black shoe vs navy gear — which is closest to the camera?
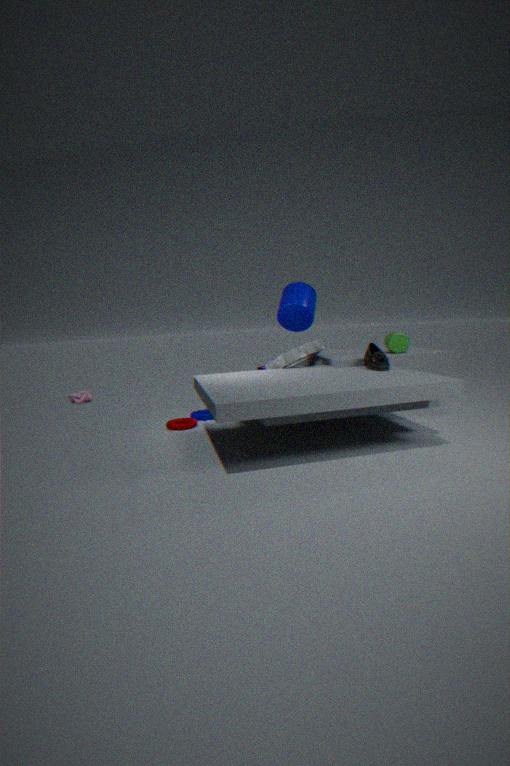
black shoe
